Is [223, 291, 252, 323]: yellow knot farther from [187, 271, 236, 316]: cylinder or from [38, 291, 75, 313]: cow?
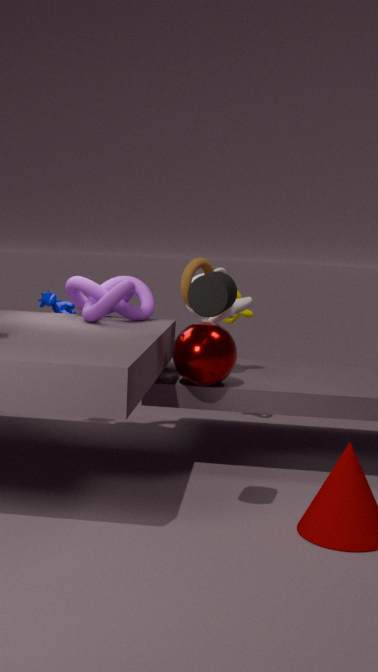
[187, 271, 236, 316]: cylinder
